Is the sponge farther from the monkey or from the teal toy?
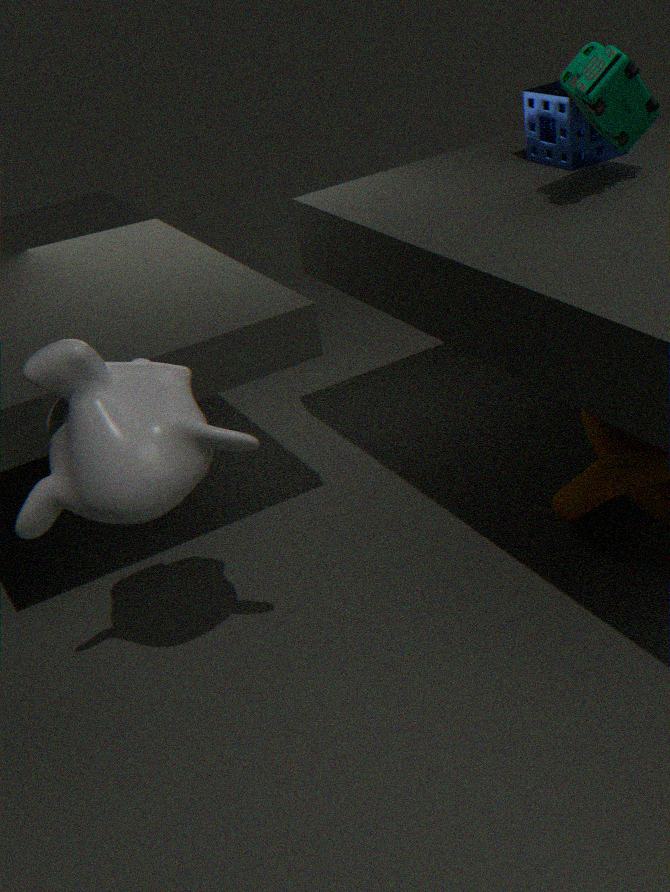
the monkey
